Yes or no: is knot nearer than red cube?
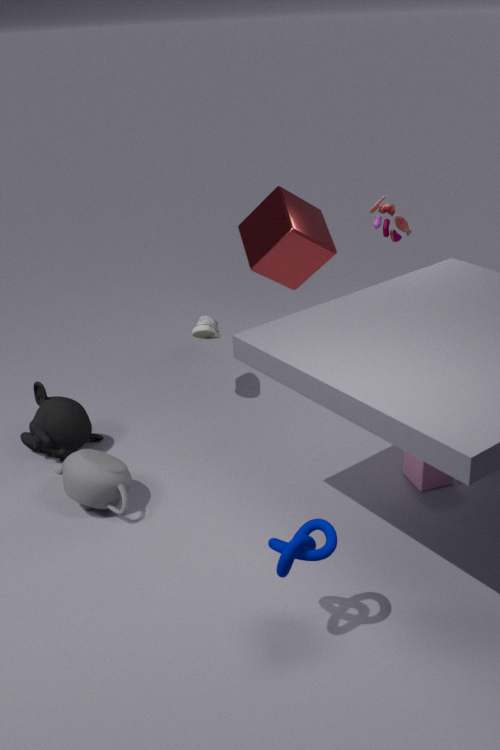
Yes
